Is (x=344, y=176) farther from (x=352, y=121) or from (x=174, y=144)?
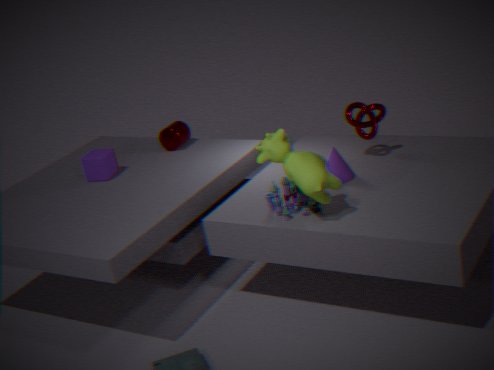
(x=174, y=144)
